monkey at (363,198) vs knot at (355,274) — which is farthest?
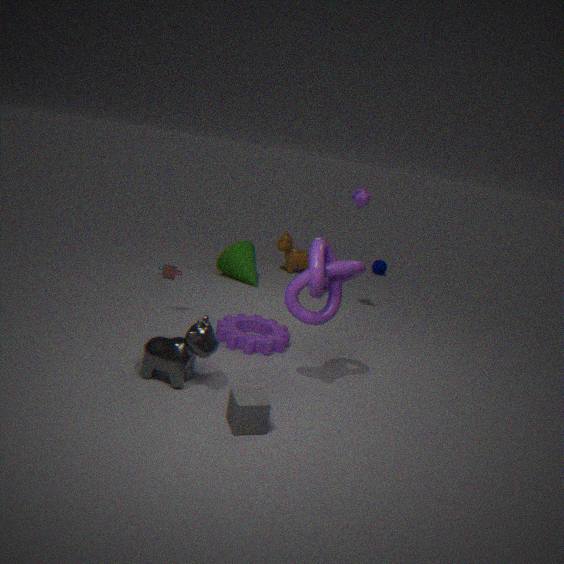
monkey at (363,198)
